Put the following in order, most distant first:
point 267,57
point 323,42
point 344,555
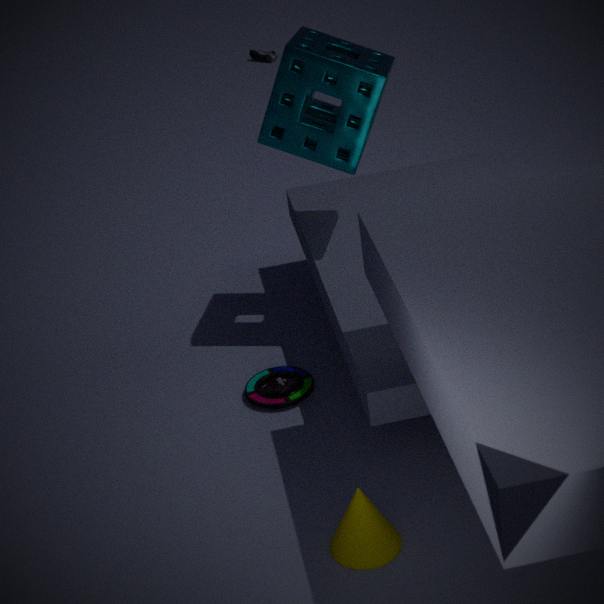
point 267,57 → point 323,42 → point 344,555
